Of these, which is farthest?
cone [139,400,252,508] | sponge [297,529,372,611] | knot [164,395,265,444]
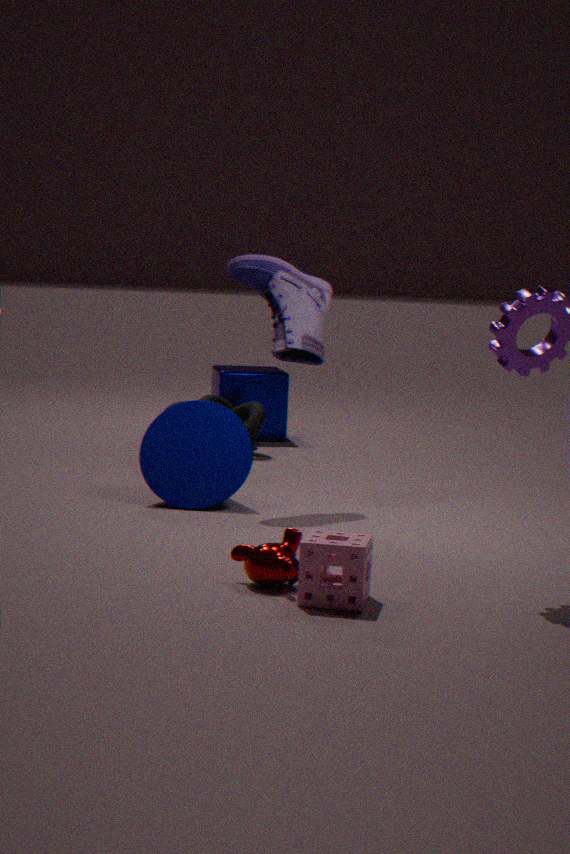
knot [164,395,265,444]
